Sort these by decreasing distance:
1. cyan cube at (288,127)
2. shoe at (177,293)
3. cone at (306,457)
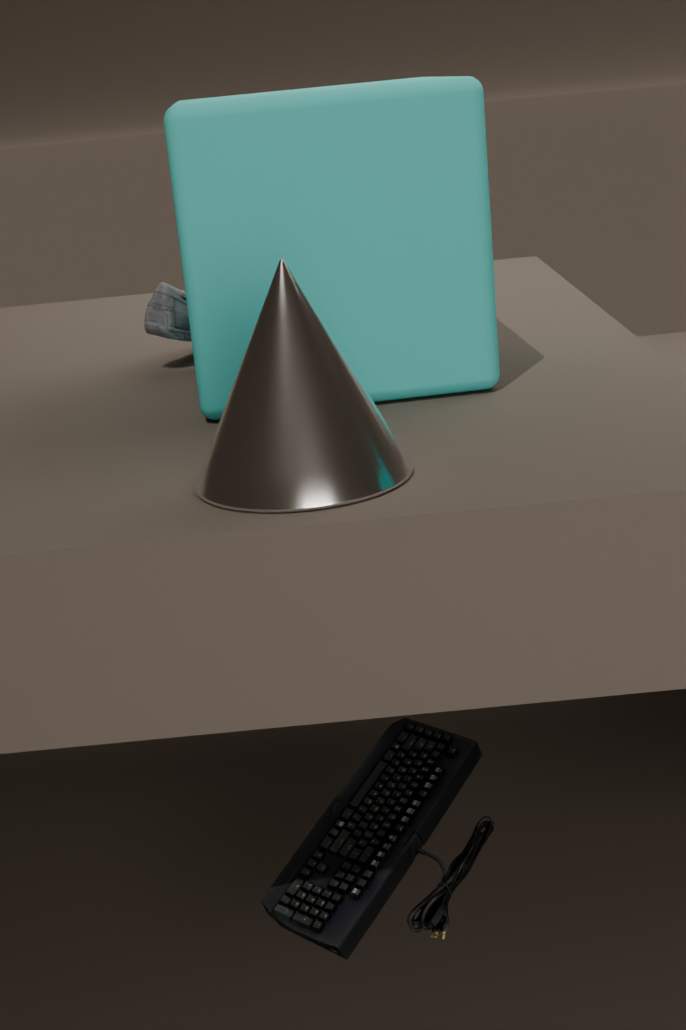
shoe at (177,293), cyan cube at (288,127), cone at (306,457)
